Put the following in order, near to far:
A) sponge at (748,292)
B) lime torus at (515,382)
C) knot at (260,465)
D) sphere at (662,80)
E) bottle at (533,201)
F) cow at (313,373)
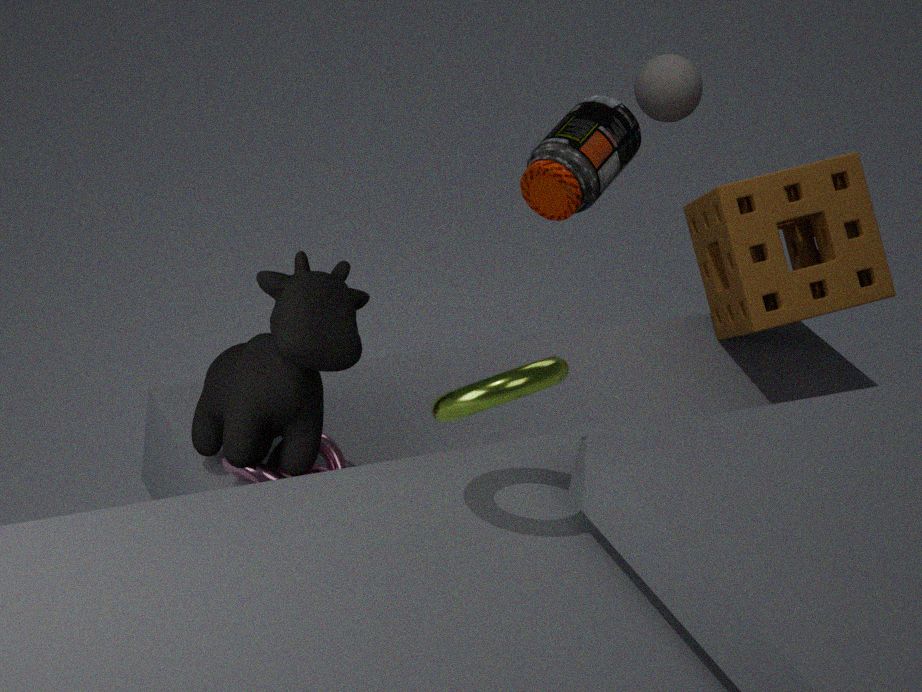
1. lime torus at (515,382)
2. cow at (313,373)
3. knot at (260,465)
4. sponge at (748,292)
5. bottle at (533,201)
6. sphere at (662,80)
